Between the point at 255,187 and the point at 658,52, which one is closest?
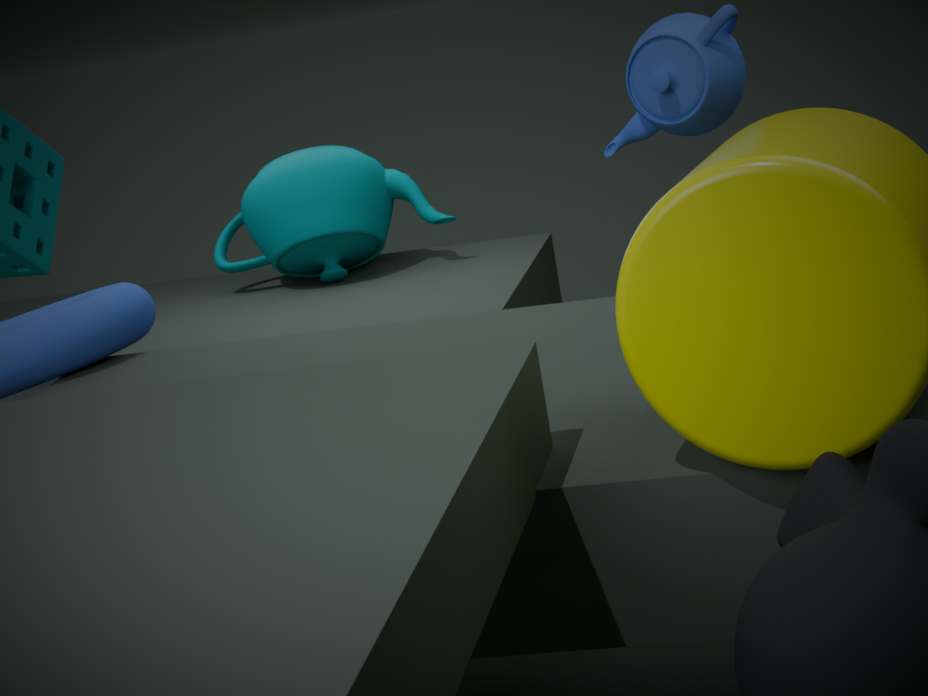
the point at 658,52
